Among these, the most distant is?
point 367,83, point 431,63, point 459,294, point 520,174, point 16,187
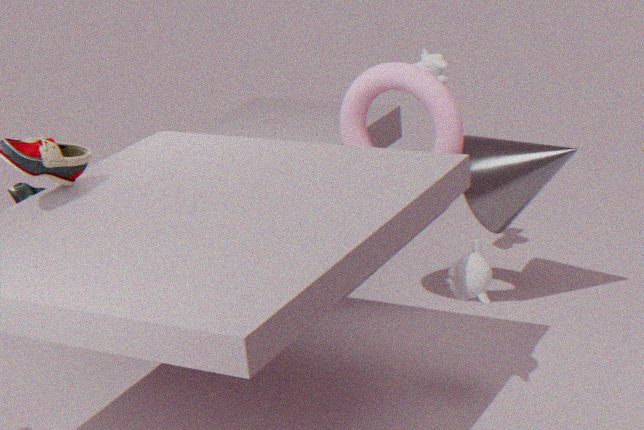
point 431,63
